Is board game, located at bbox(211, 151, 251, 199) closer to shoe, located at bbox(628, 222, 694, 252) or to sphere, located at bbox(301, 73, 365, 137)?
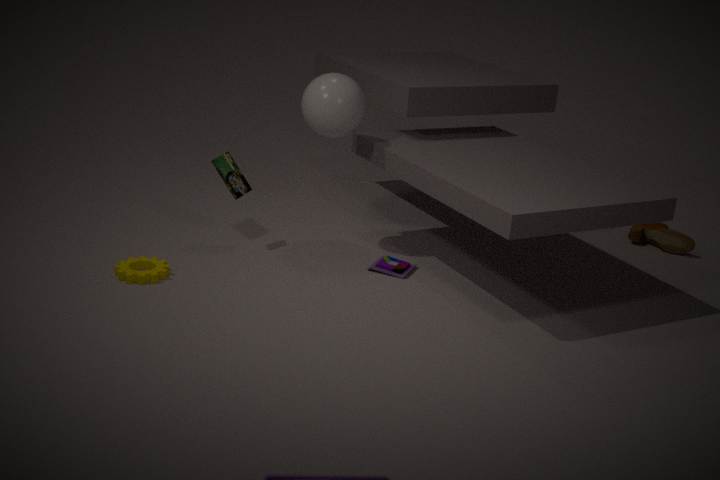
sphere, located at bbox(301, 73, 365, 137)
